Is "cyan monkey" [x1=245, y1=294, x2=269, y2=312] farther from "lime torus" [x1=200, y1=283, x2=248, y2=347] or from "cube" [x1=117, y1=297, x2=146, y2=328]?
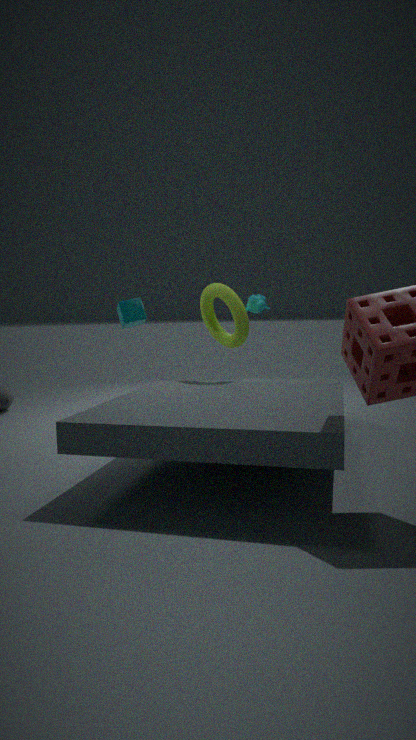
"cube" [x1=117, y1=297, x2=146, y2=328]
